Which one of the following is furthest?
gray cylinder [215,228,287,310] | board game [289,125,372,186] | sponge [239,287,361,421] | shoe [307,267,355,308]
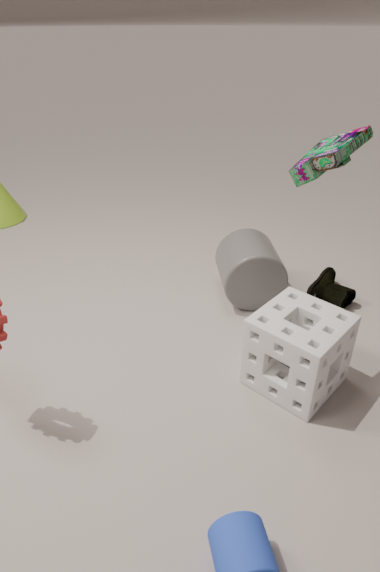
shoe [307,267,355,308]
